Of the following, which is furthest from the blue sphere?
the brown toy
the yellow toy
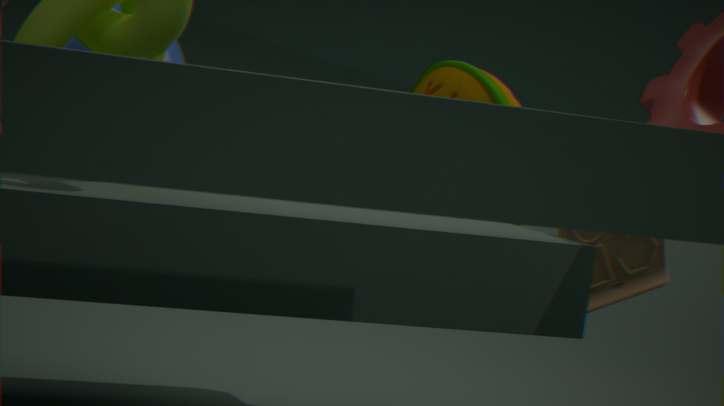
the brown toy
